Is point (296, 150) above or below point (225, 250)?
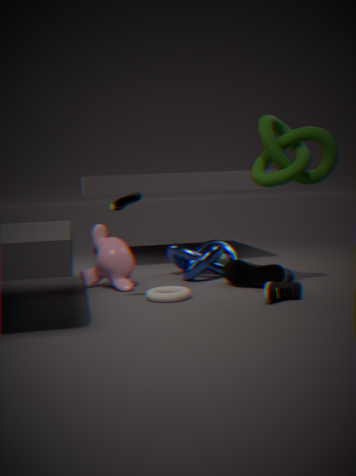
above
